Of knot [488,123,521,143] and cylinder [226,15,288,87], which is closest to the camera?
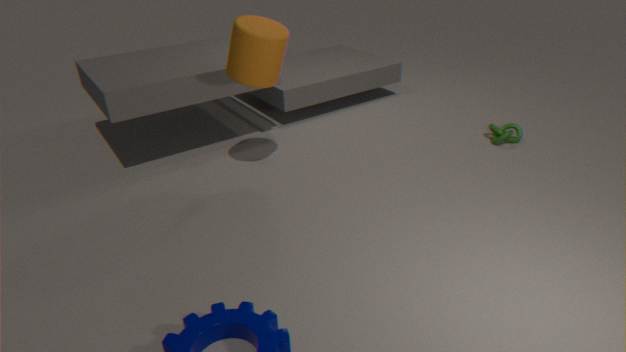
cylinder [226,15,288,87]
